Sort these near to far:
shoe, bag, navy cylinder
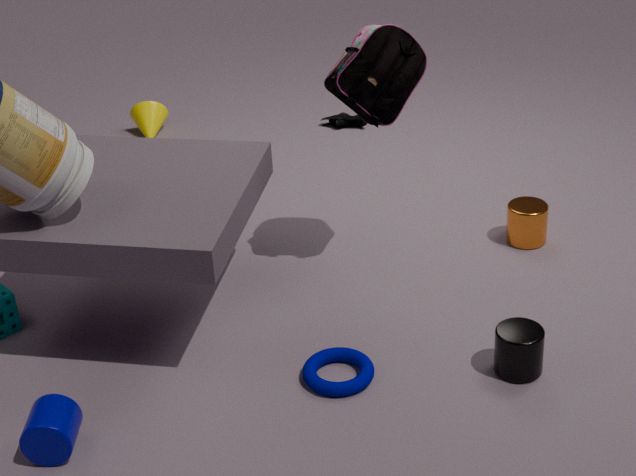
navy cylinder < bag < shoe
